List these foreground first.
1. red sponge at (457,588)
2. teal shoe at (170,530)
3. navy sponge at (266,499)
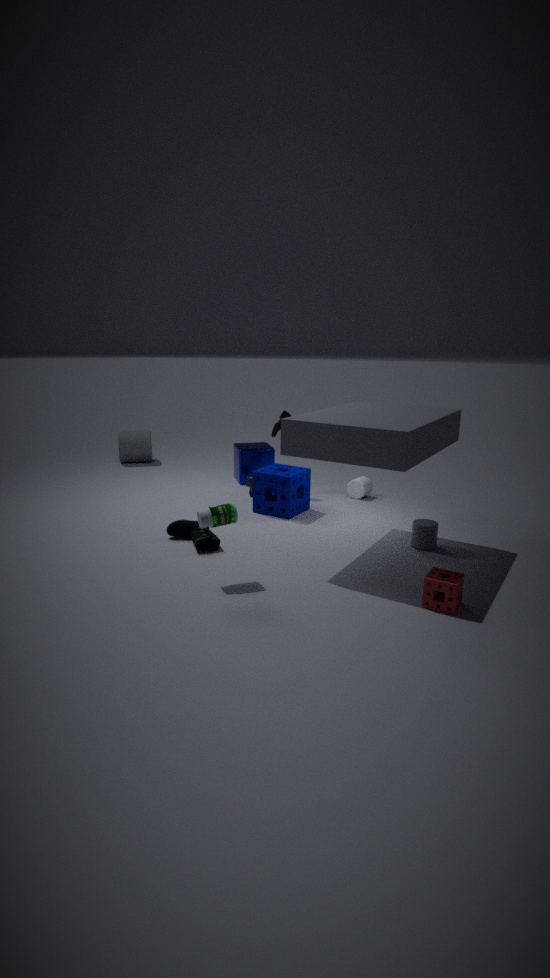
red sponge at (457,588)
teal shoe at (170,530)
navy sponge at (266,499)
